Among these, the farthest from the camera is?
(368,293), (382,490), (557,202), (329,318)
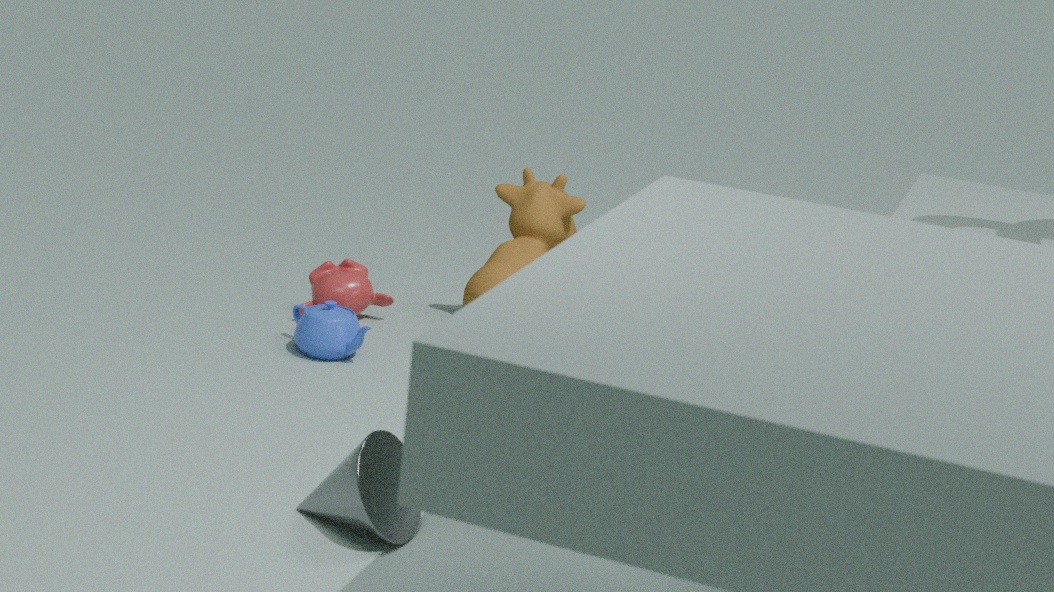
(368,293)
